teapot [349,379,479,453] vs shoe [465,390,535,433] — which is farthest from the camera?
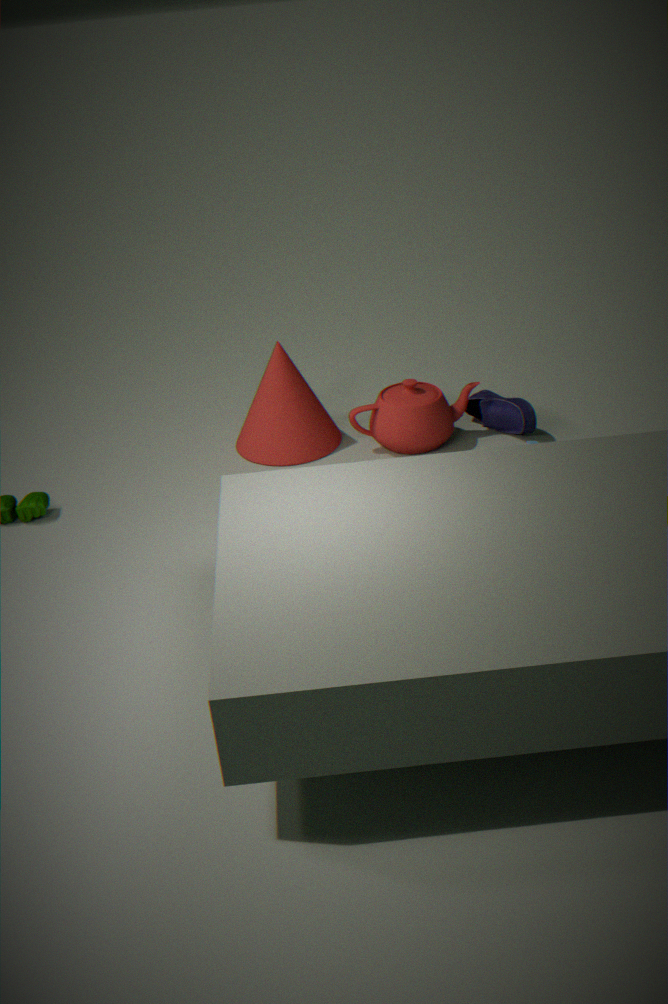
shoe [465,390,535,433]
